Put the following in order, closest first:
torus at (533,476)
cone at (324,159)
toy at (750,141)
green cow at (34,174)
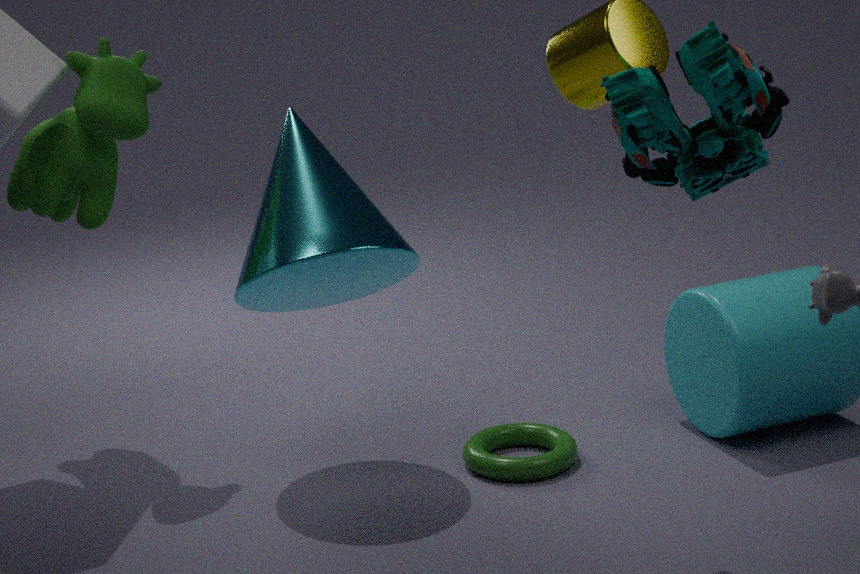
1. toy at (750,141)
2. cone at (324,159)
3. torus at (533,476)
4. green cow at (34,174)
